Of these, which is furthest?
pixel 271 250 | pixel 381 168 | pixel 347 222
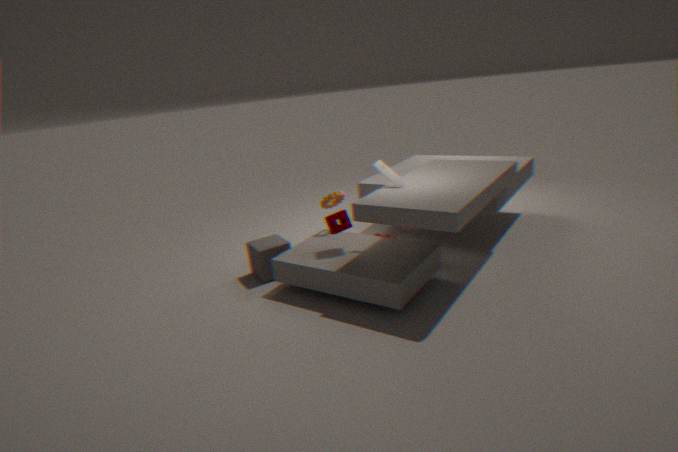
pixel 271 250
